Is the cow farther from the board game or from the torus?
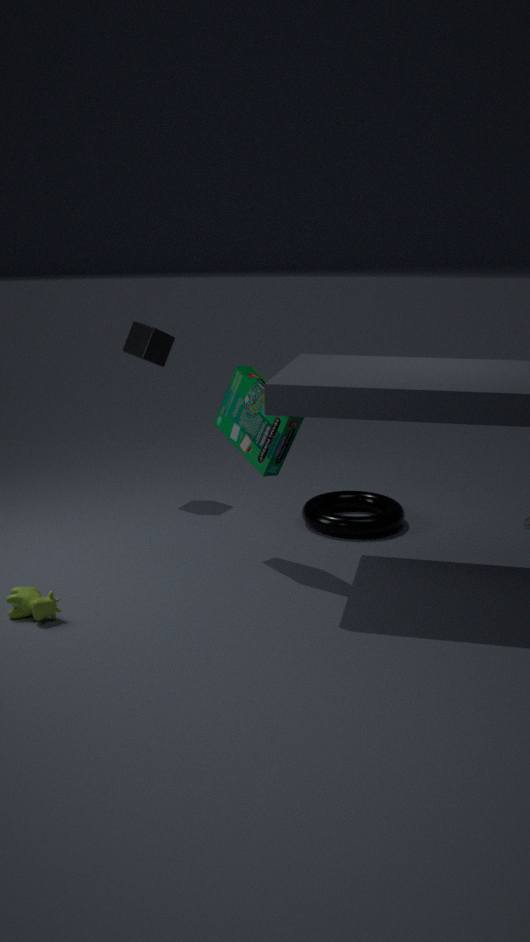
the torus
